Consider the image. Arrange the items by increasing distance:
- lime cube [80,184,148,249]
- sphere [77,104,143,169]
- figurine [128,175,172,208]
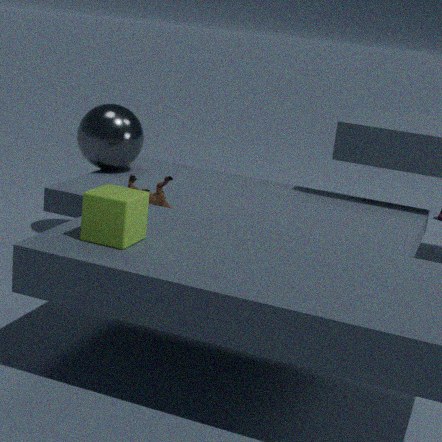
lime cube [80,184,148,249] < figurine [128,175,172,208] < sphere [77,104,143,169]
